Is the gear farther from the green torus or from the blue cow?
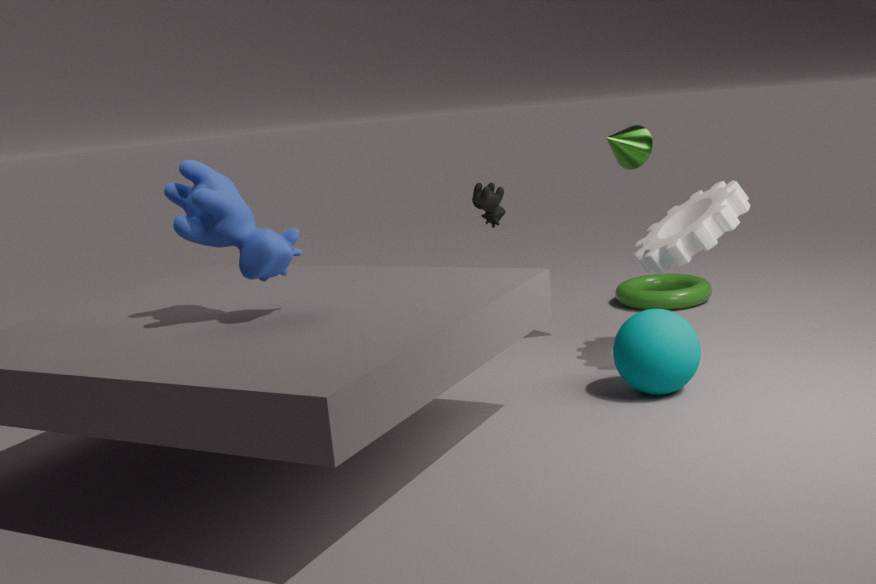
the blue cow
